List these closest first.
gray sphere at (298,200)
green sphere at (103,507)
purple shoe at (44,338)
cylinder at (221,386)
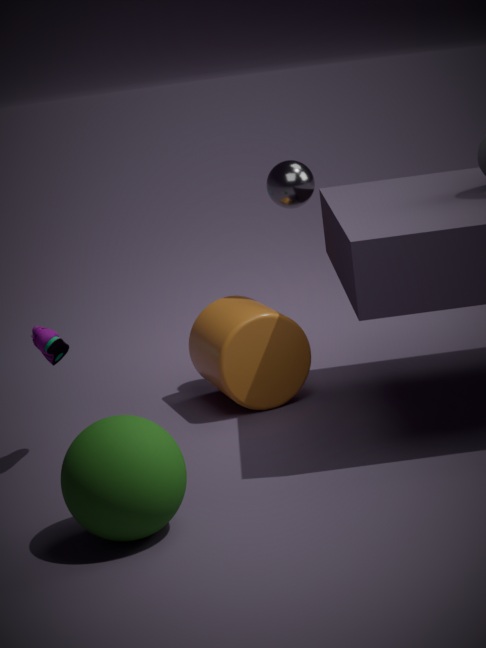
green sphere at (103,507) → purple shoe at (44,338) → cylinder at (221,386) → gray sphere at (298,200)
